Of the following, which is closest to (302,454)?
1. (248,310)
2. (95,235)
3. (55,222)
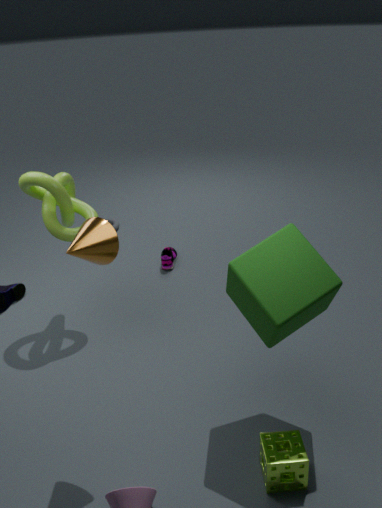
(248,310)
